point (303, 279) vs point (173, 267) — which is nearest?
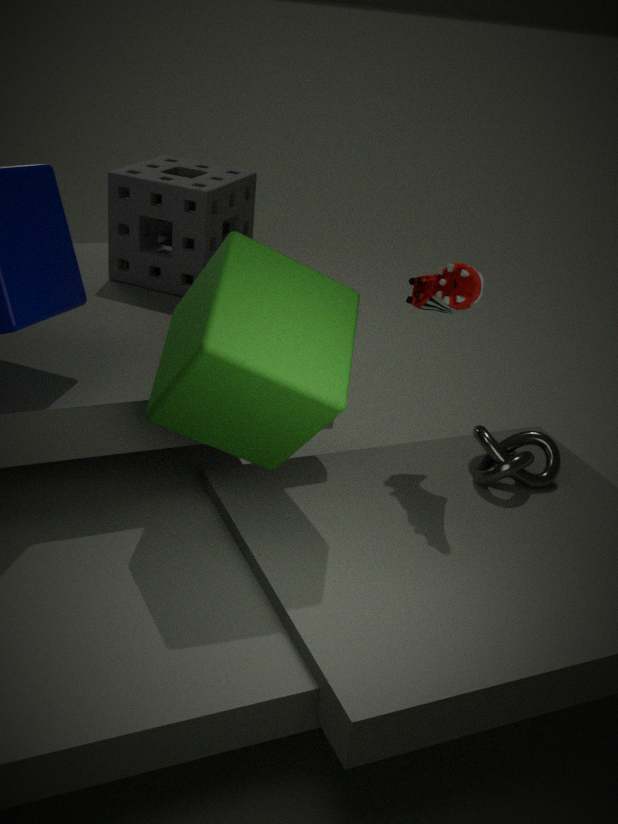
point (303, 279)
